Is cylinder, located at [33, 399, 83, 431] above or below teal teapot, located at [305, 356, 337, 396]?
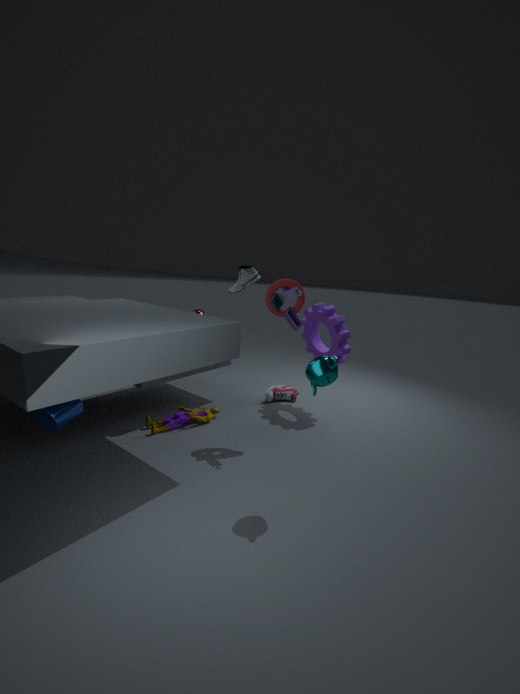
below
